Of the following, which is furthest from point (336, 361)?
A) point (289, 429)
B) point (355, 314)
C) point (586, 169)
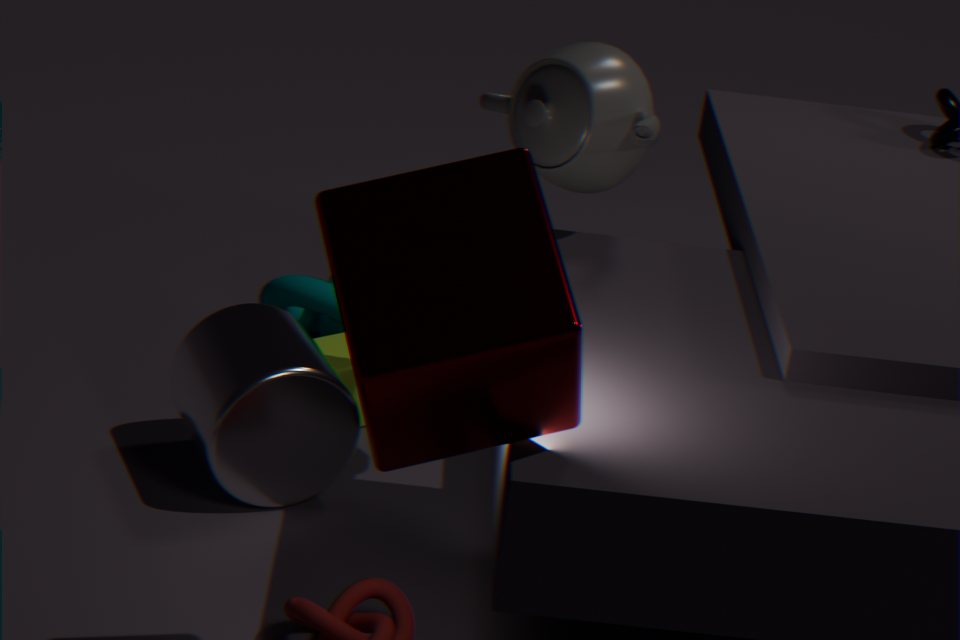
point (355, 314)
